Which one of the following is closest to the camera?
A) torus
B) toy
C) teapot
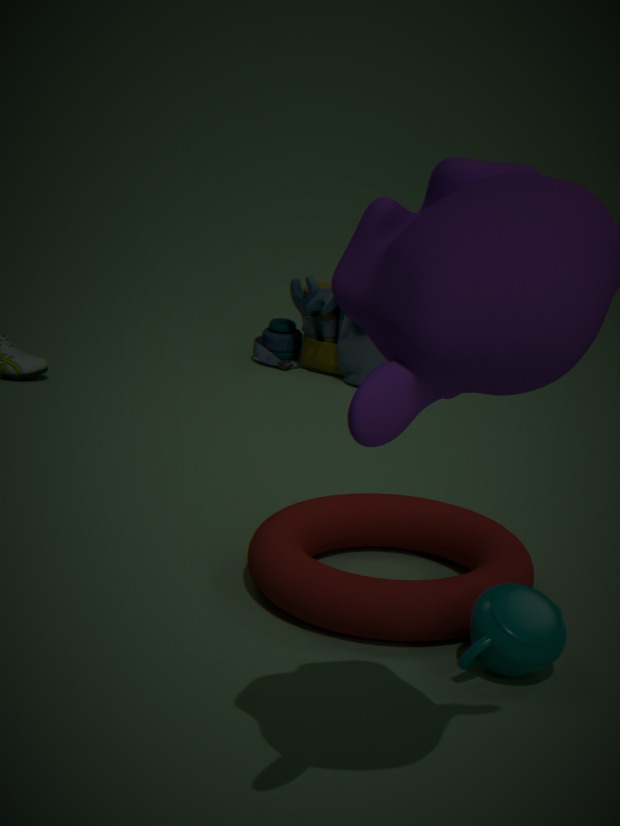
teapot
